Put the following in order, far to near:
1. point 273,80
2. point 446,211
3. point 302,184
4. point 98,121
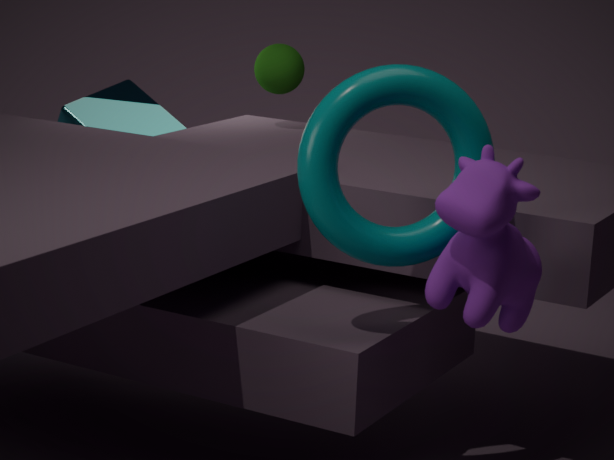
point 98,121 < point 273,80 < point 302,184 < point 446,211
